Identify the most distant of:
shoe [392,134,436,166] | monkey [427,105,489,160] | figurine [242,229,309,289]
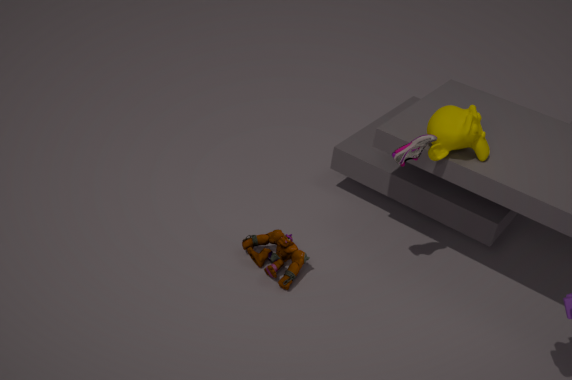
figurine [242,229,309,289]
